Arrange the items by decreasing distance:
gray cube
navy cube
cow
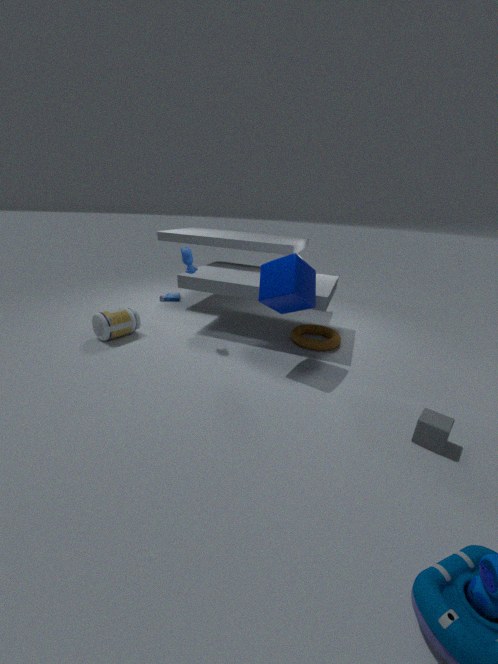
cow
navy cube
gray cube
